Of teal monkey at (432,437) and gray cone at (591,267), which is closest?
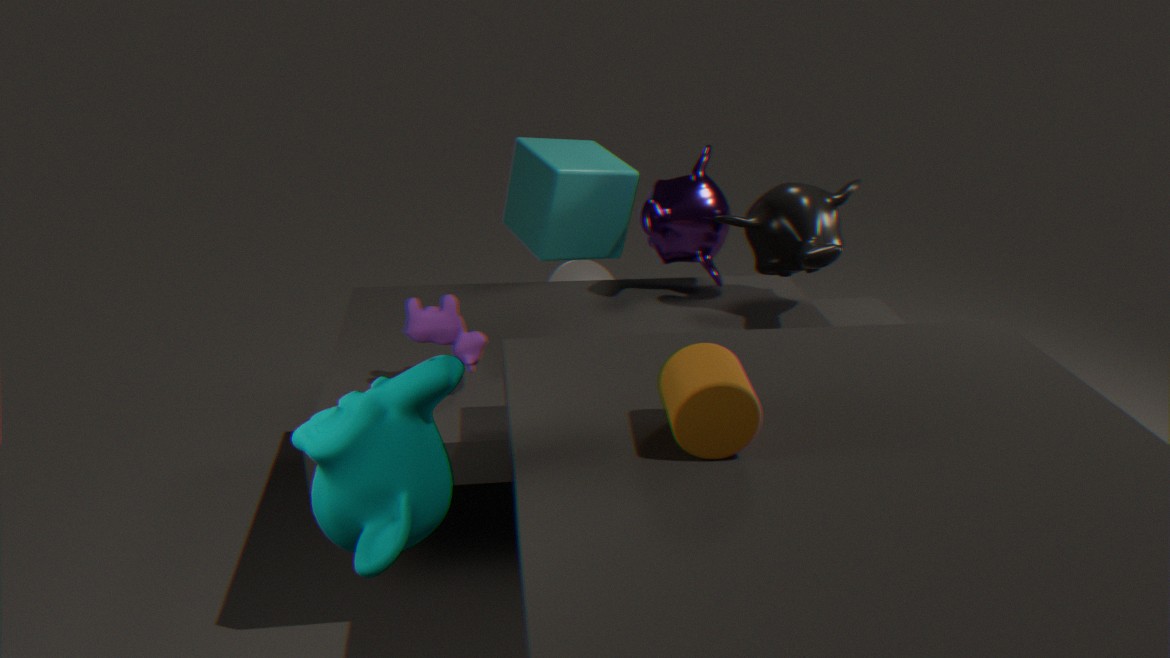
teal monkey at (432,437)
